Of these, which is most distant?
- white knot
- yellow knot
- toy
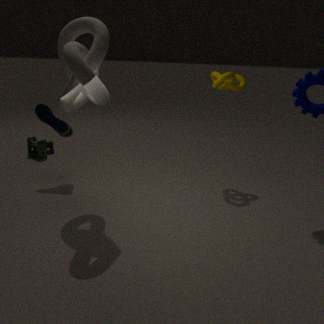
toy
